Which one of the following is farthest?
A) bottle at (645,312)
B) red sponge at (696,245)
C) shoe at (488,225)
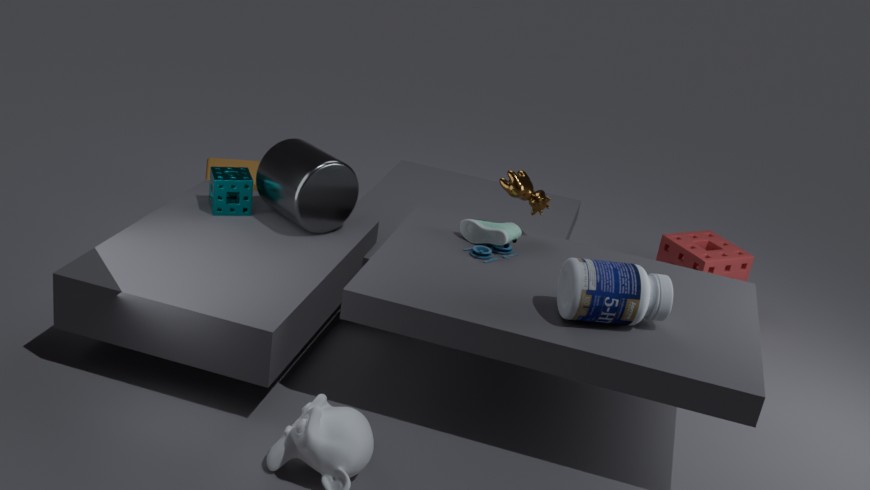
red sponge at (696,245)
